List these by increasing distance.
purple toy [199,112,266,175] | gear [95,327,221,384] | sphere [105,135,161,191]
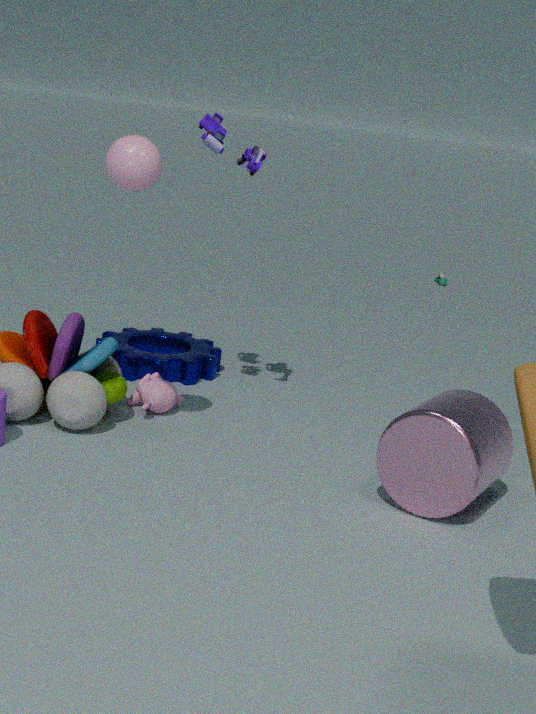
sphere [105,135,161,191]
purple toy [199,112,266,175]
gear [95,327,221,384]
